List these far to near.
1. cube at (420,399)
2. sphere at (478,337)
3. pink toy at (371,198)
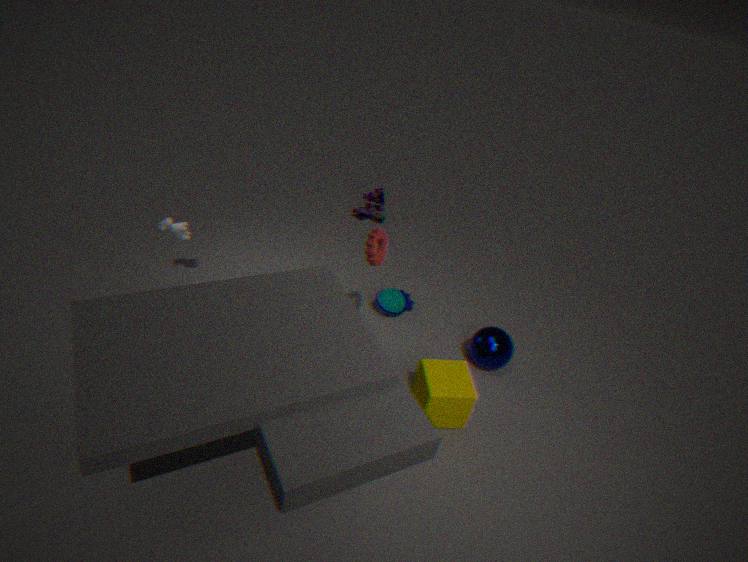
pink toy at (371,198)
sphere at (478,337)
cube at (420,399)
